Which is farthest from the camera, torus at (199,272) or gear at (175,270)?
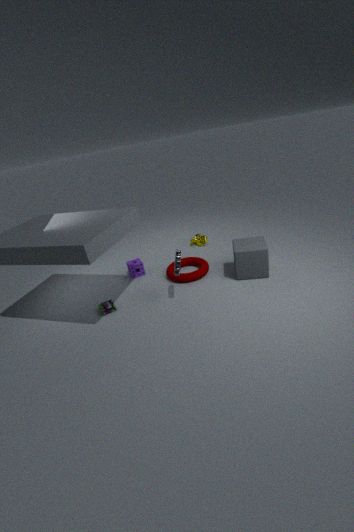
torus at (199,272)
